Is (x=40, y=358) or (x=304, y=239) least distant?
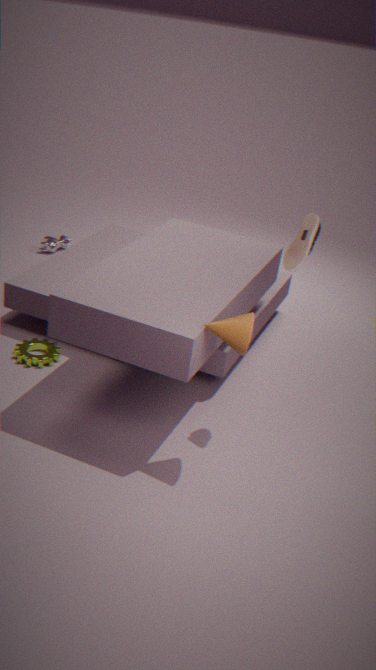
(x=304, y=239)
